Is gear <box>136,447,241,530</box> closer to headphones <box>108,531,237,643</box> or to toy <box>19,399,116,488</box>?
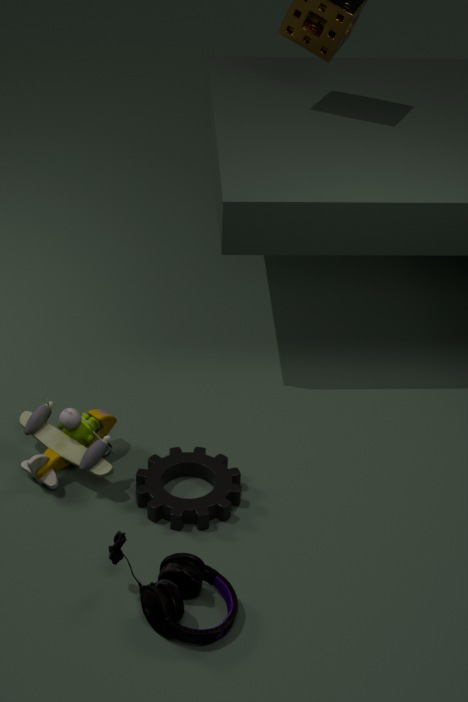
toy <box>19,399,116,488</box>
